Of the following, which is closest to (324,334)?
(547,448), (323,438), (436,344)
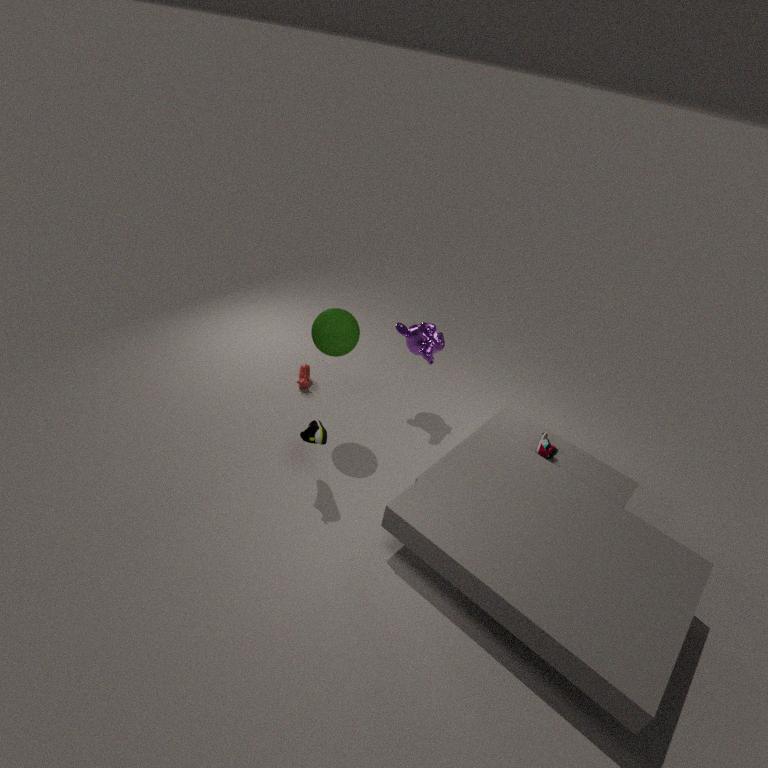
(323,438)
